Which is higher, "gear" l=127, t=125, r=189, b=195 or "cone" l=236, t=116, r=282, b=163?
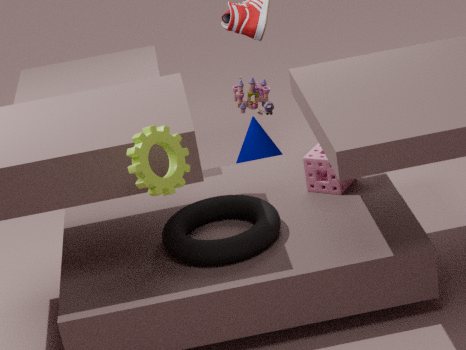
"gear" l=127, t=125, r=189, b=195
